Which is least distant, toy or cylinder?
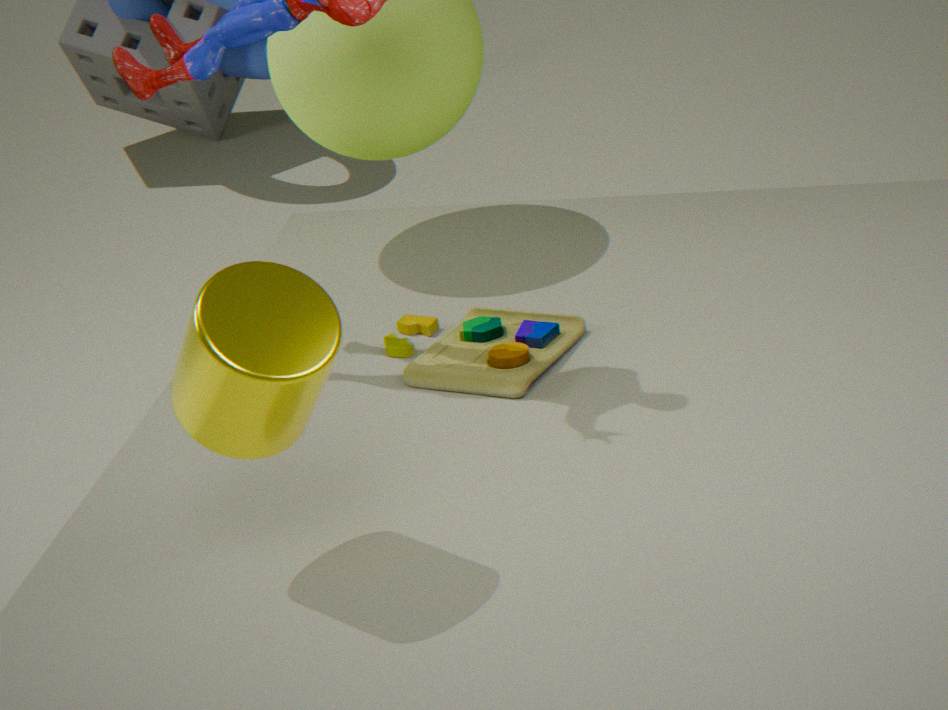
cylinder
